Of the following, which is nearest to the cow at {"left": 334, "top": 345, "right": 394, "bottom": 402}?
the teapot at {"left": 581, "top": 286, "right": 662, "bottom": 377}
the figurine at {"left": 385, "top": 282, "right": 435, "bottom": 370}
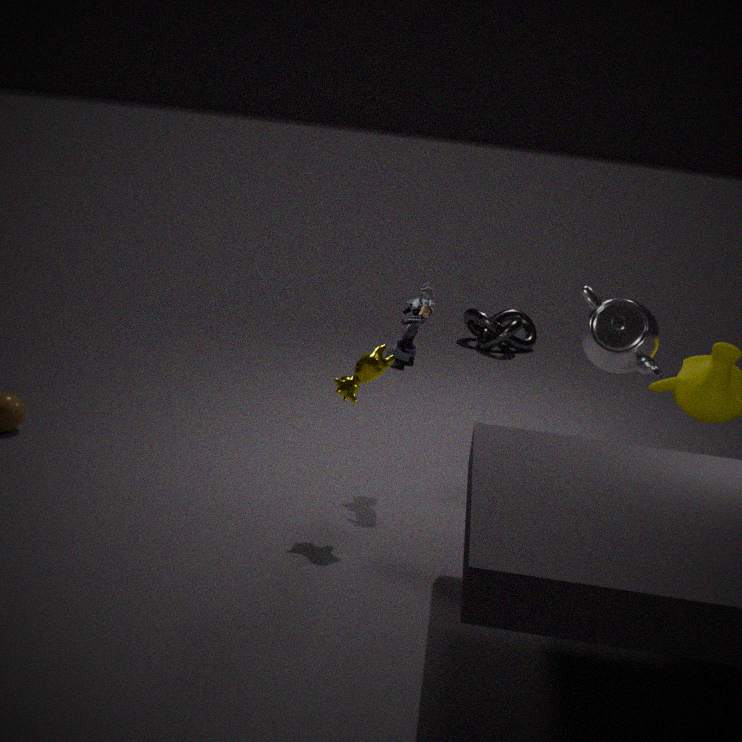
the figurine at {"left": 385, "top": 282, "right": 435, "bottom": 370}
